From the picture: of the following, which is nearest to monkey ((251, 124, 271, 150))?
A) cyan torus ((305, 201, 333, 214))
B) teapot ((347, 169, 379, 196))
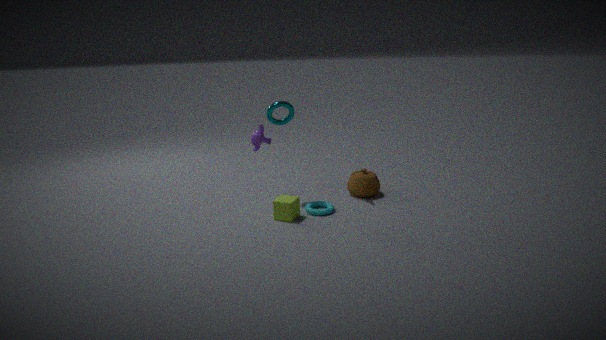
cyan torus ((305, 201, 333, 214))
